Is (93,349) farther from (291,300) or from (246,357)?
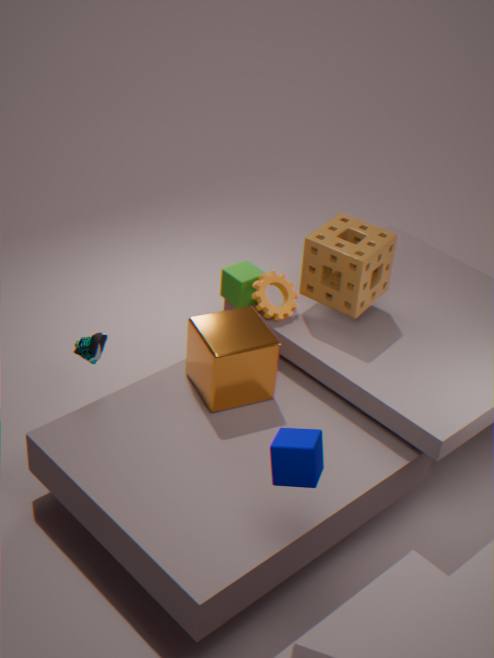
(291,300)
